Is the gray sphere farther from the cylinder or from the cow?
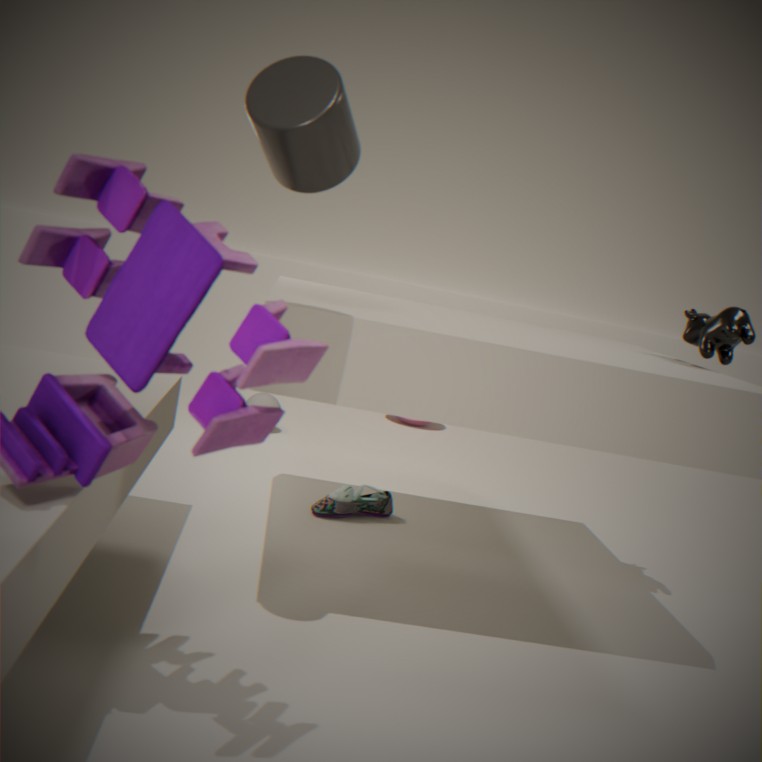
the cylinder
